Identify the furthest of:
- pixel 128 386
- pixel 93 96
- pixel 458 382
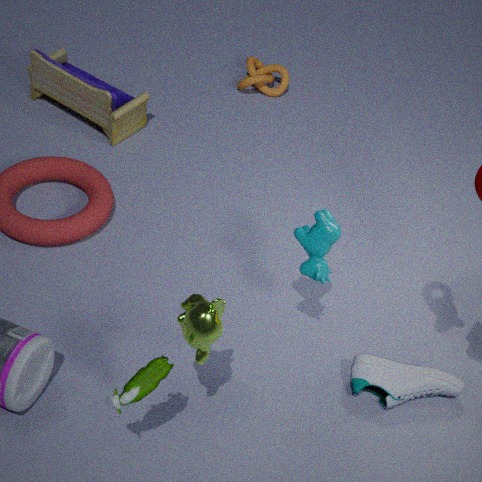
pixel 93 96
